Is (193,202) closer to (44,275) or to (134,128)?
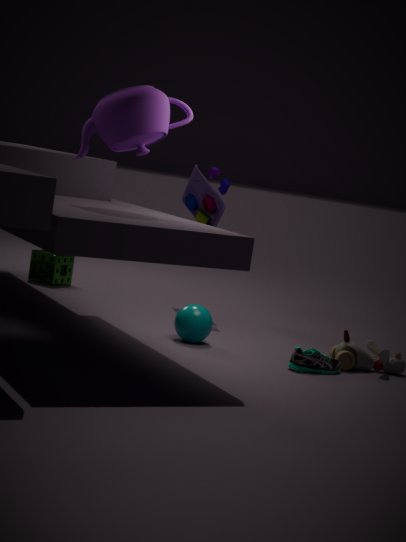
(44,275)
